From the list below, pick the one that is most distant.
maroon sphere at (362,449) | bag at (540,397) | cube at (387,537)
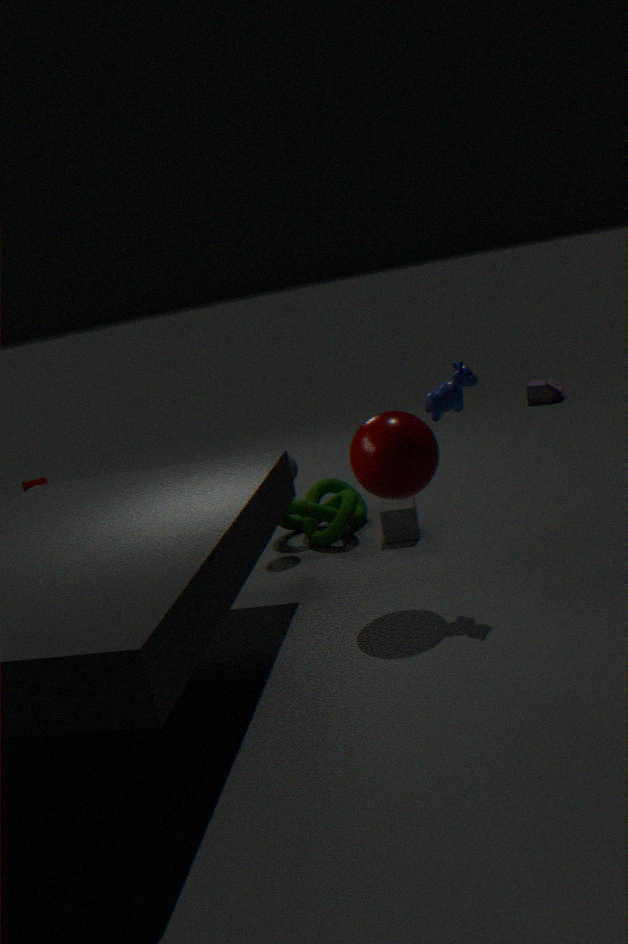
bag at (540,397)
